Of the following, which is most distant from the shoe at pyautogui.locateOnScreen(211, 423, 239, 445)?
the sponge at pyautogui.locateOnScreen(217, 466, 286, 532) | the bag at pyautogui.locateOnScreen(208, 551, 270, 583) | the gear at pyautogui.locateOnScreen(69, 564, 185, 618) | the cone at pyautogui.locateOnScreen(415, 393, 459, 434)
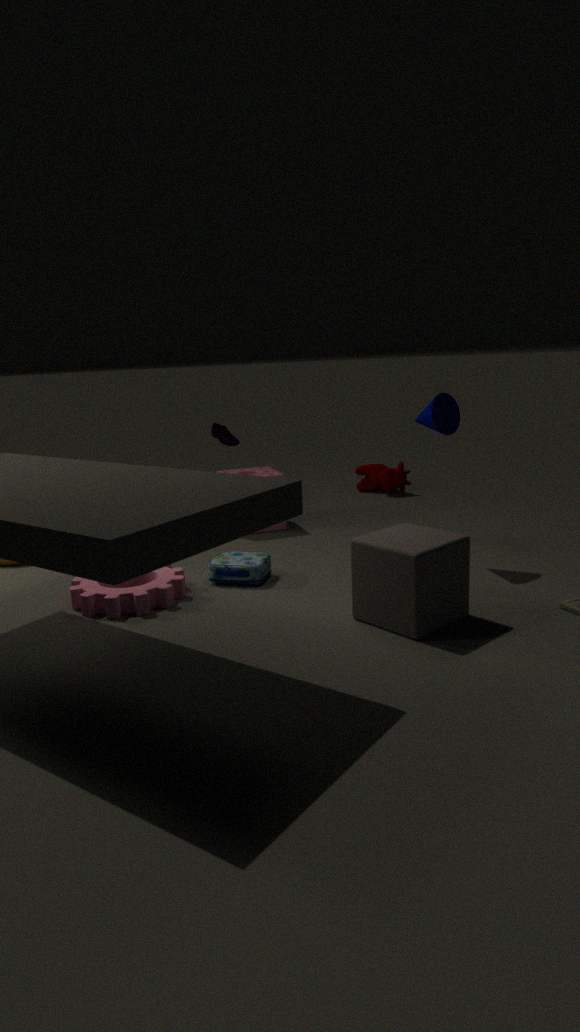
the cone at pyautogui.locateOnScreen(415, 393, 459, 434)
